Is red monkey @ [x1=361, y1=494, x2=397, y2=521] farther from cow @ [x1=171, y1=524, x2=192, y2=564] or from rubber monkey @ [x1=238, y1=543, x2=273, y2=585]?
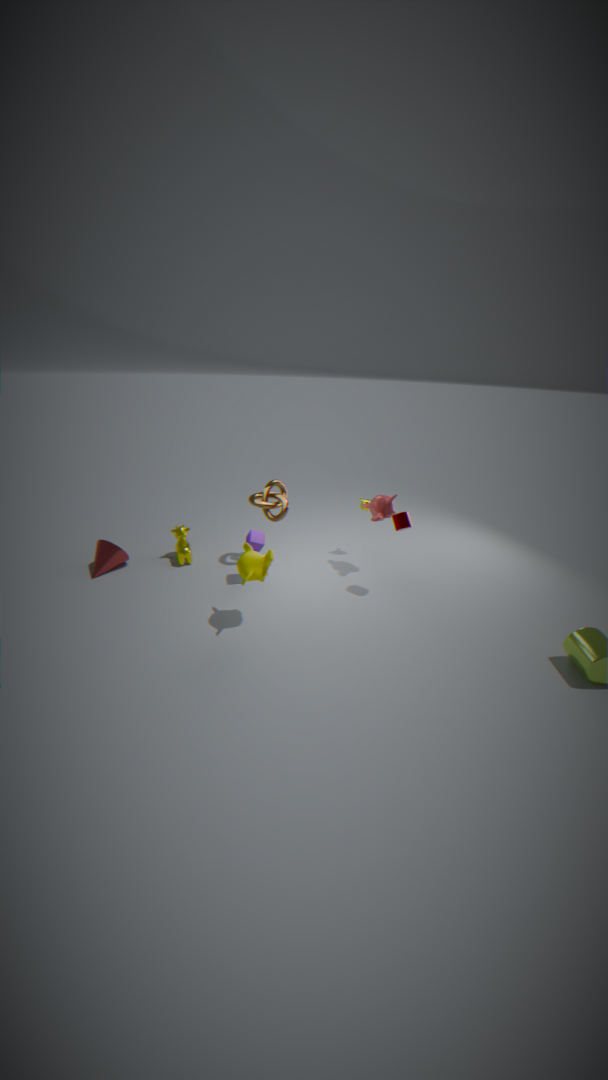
cow @ [x1=171, y1=524, x2=192, y2=564]
